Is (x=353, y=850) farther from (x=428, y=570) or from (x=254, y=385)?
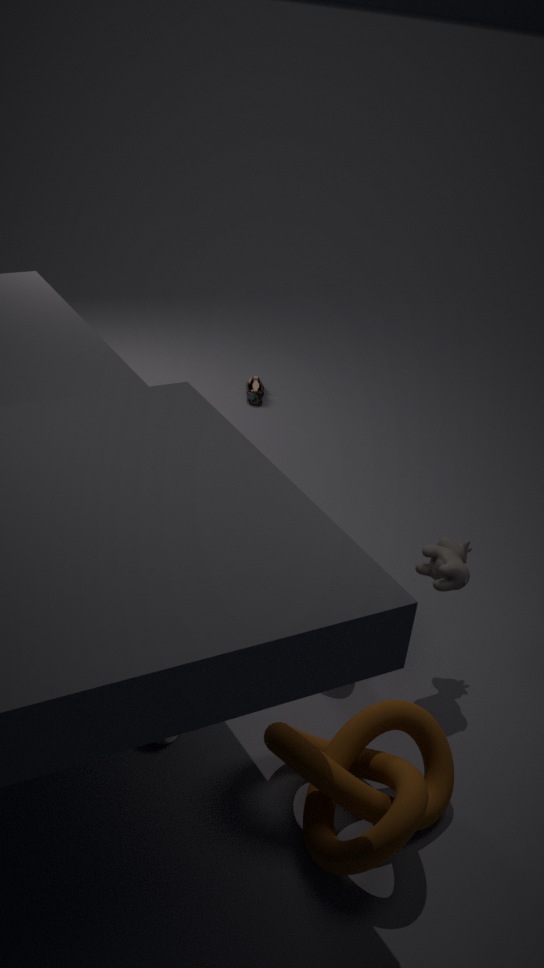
(x=254, y=385)
